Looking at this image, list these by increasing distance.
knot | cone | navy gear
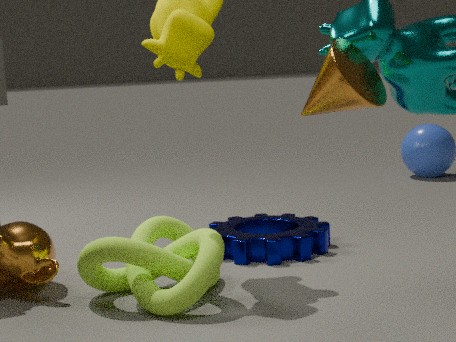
cone < knot < navy gear
